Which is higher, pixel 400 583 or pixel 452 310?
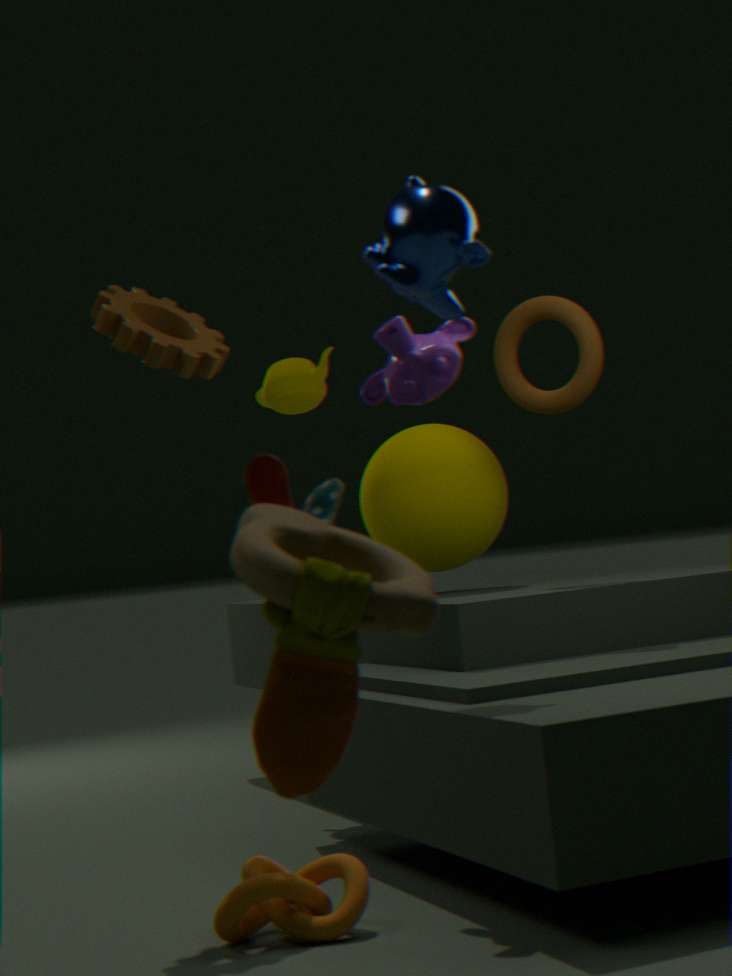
pixel 452 310
